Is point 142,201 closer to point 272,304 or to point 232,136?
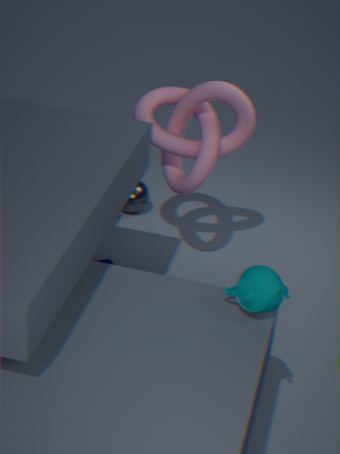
point 232,136
